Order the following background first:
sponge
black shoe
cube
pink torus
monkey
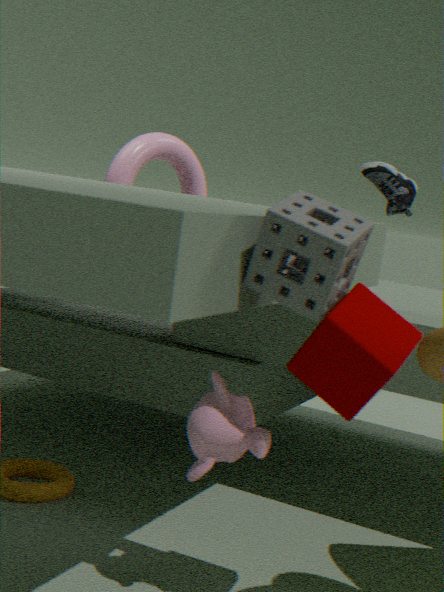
pink torus < black shoe < monkey < cube < sponge
